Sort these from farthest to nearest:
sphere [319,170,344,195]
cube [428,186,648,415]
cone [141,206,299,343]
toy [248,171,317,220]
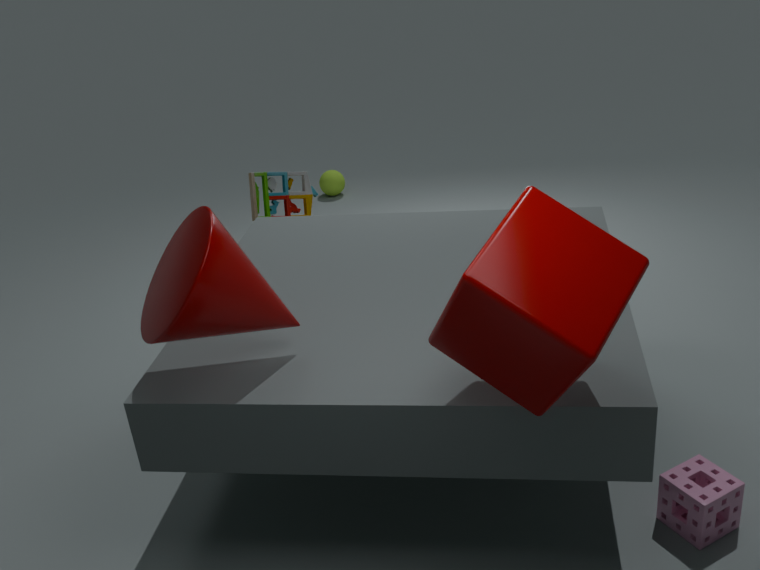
sphere [319,170,344,195] → toy [248,171,317,220] → cone [141,206,299,343] → cube [428,186,648,415]
